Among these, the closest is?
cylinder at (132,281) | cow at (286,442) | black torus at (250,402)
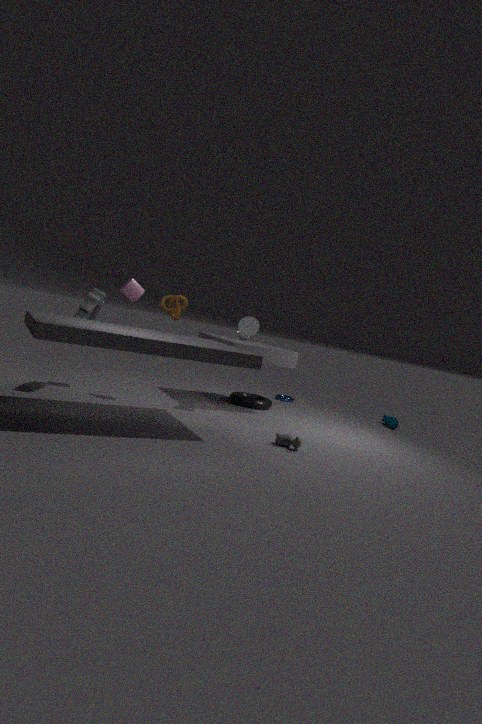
cow at (286,442)
